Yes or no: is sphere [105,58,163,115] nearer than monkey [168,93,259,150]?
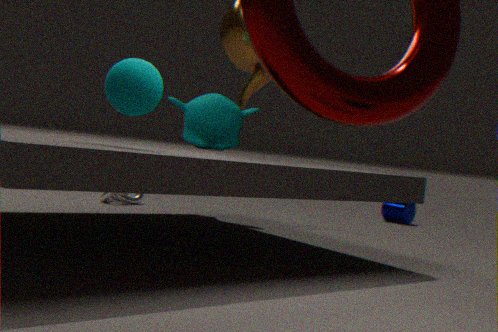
Yes
